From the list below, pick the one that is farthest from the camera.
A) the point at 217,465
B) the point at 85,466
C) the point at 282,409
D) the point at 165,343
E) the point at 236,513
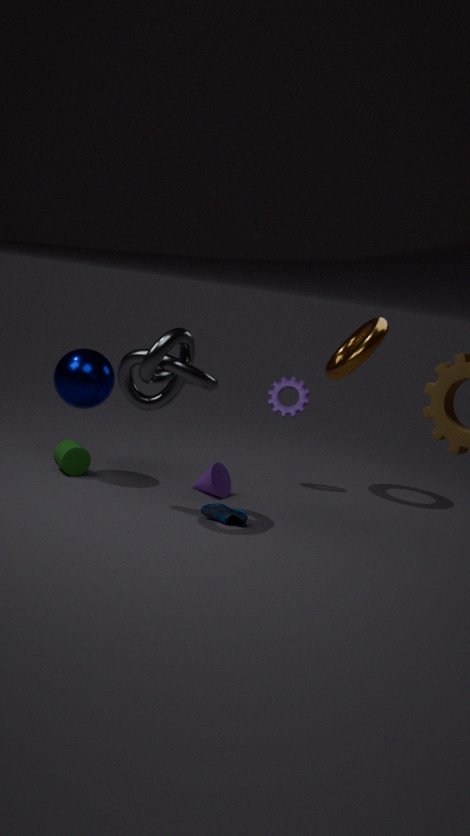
the point at 282,409
